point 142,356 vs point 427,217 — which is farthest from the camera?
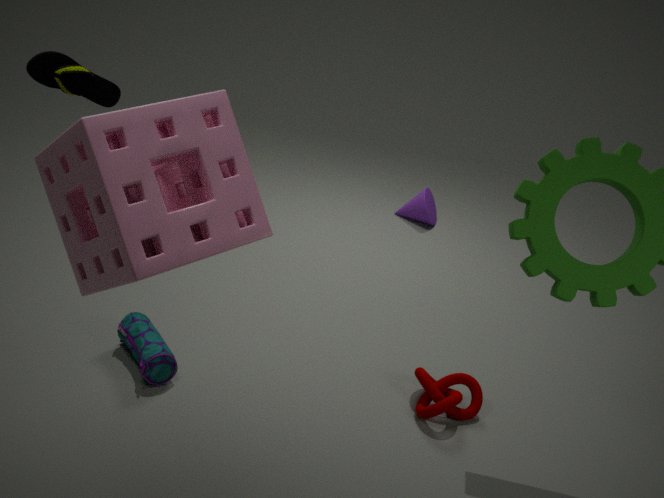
point 427,217
